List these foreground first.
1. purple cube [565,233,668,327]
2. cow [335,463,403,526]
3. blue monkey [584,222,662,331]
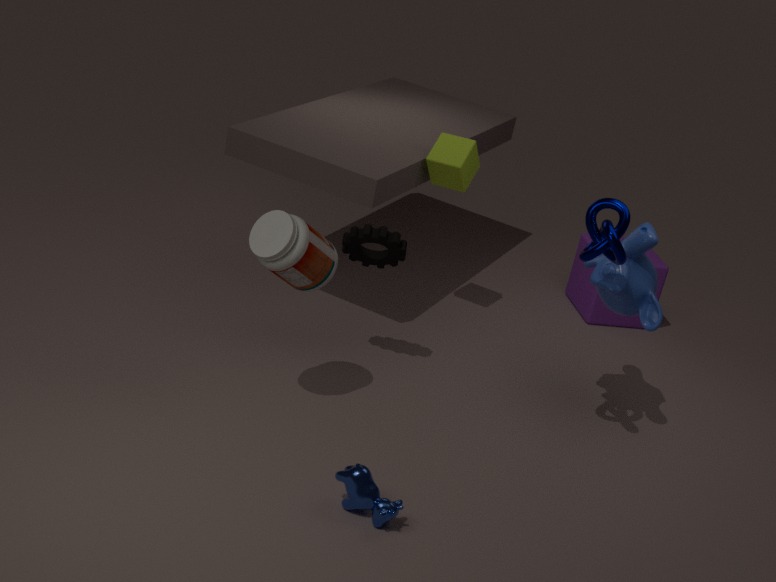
cow [335,463,403,526] → blue monkey [584,222,662,331] → purple cube [565,233,668,327]
